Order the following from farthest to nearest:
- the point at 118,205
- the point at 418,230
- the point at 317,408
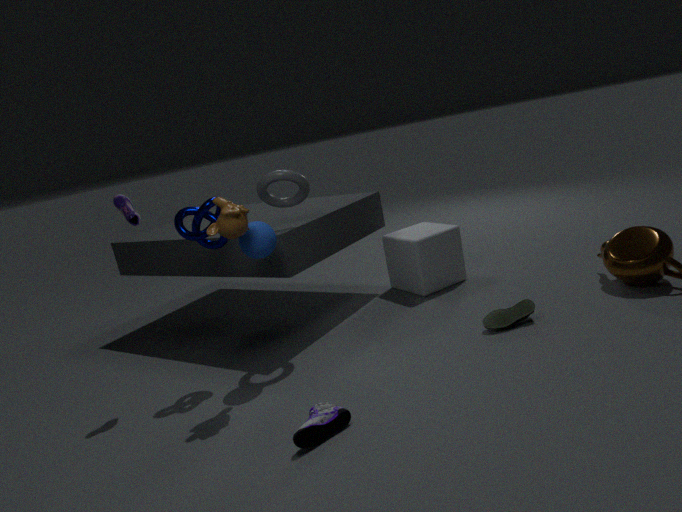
the point at 418,230, the point at 118,205, the point at 317,408
